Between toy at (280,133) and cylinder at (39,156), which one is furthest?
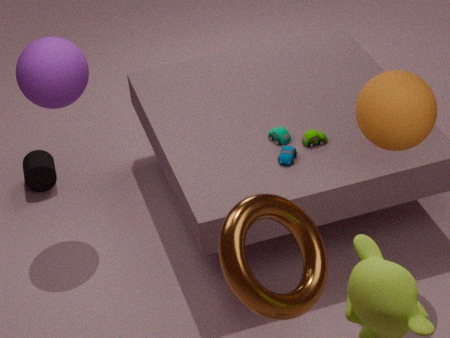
cylinder at (39,156)
